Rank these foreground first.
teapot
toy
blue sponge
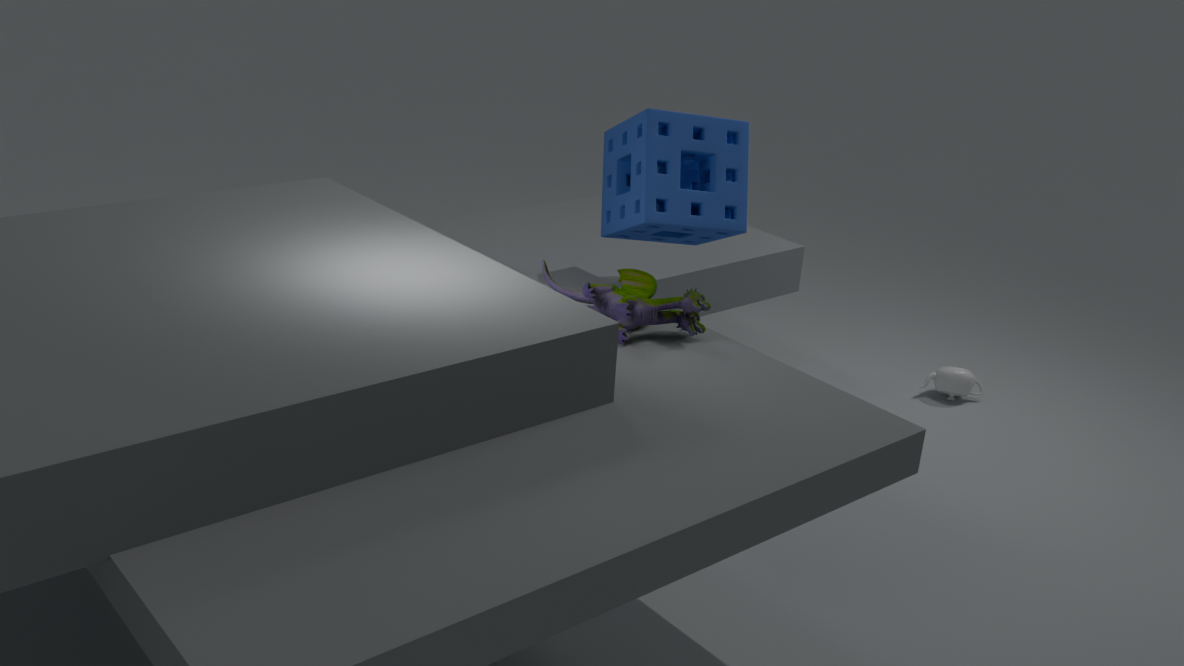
toy, blue sponge, teapot
